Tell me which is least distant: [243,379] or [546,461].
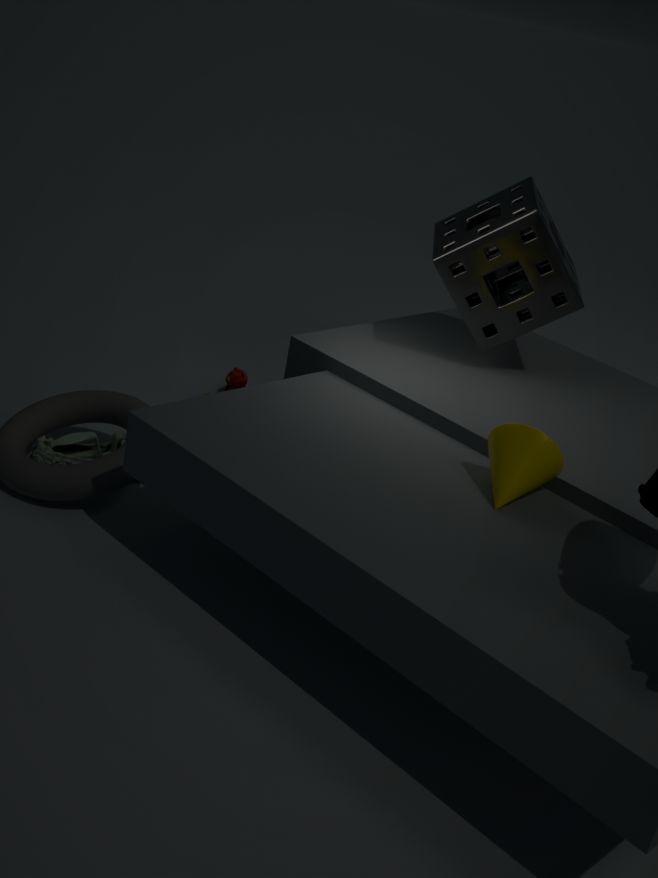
[546,461]
